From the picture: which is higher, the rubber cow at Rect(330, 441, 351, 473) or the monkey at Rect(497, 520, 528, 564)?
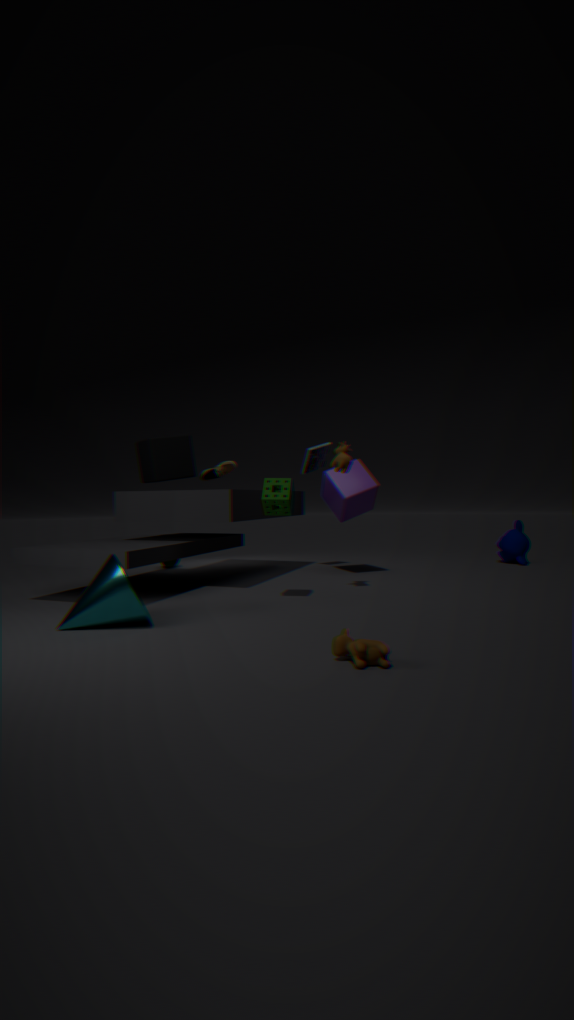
the rubber cow at Rect(330, 441, 351, 473)
